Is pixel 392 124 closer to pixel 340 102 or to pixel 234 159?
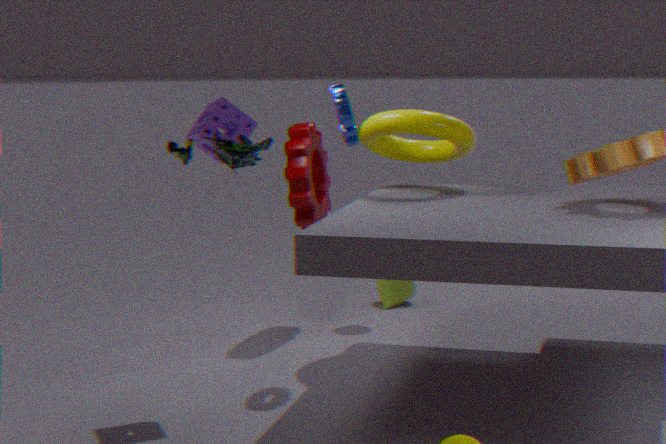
pixel 340 102
